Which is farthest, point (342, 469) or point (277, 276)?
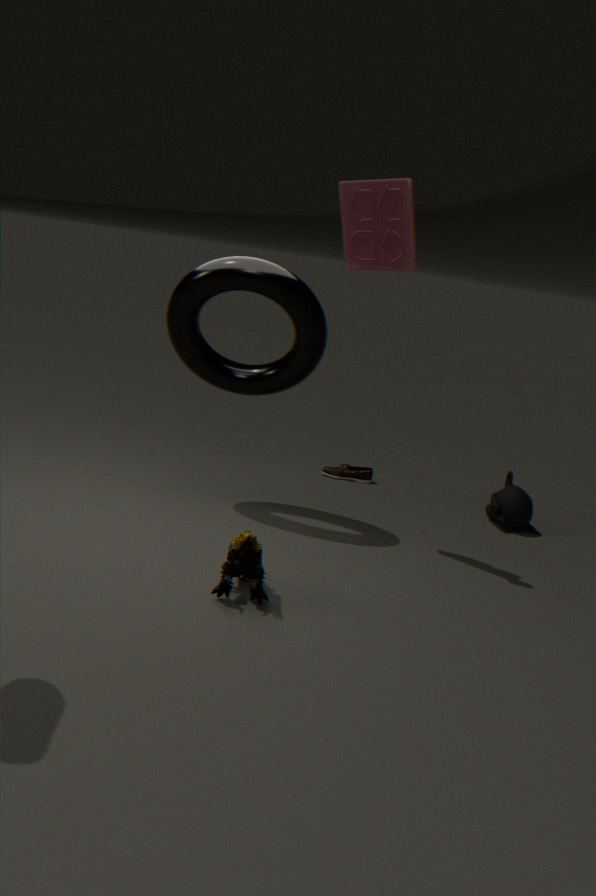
point (342, 469)
